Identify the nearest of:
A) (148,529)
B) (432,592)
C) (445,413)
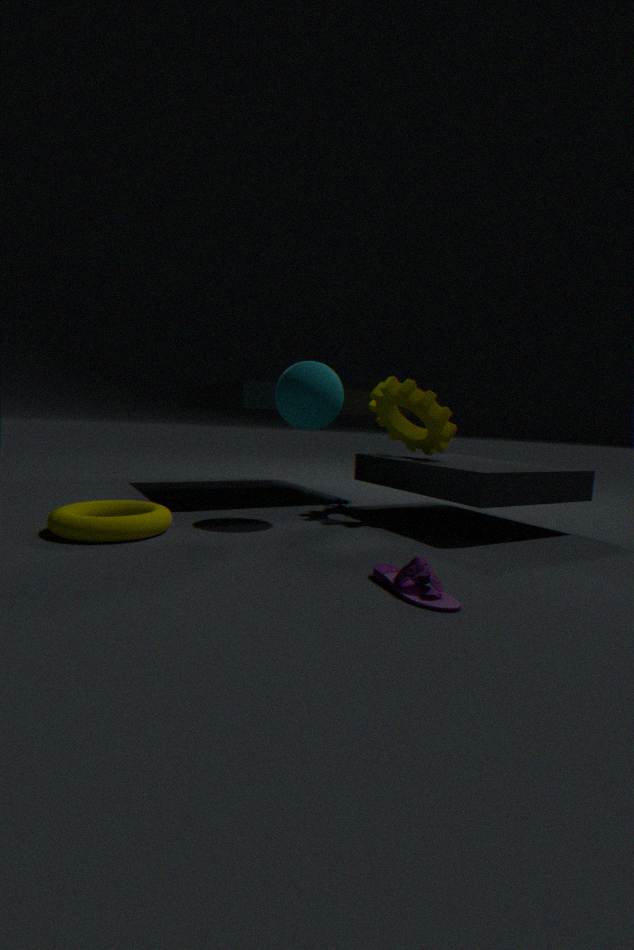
(432,592)
